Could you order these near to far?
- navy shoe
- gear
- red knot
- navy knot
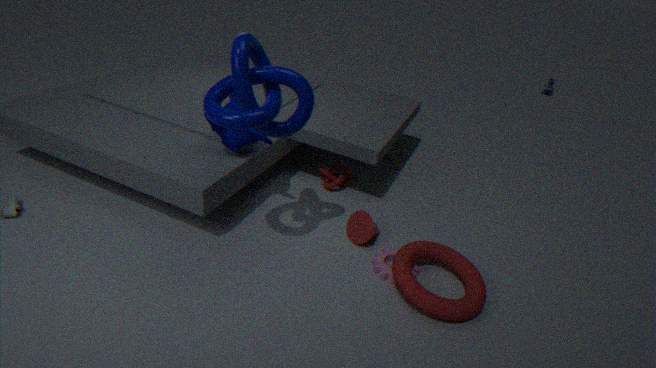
navy knot
gear
red knot
navy shoe
